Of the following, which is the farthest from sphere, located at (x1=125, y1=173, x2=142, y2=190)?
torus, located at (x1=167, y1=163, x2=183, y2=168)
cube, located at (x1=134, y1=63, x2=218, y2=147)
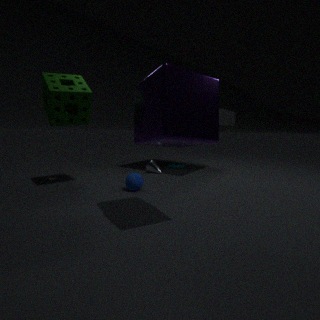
torus, located at (x1=167, y1=163, x2=183, y2=168)
